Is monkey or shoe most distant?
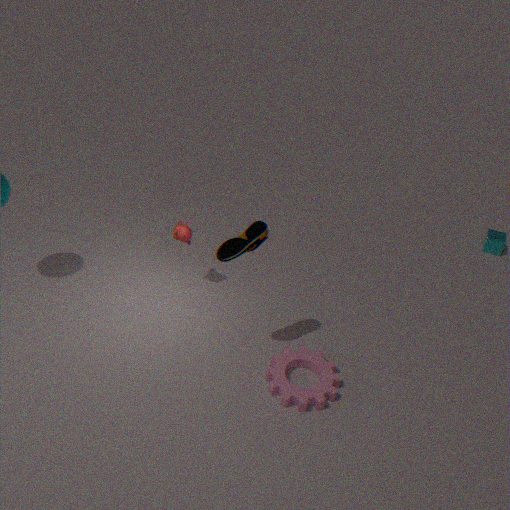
monkey
